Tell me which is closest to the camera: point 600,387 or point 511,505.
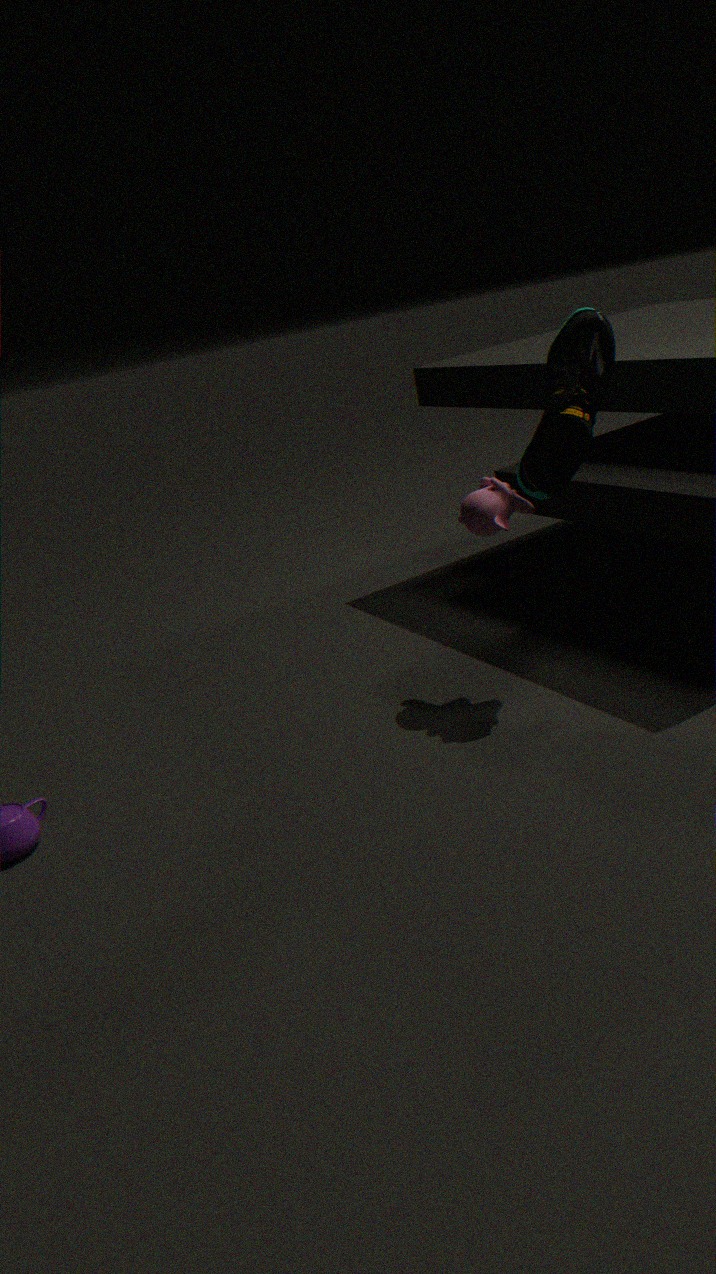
point 600,387
